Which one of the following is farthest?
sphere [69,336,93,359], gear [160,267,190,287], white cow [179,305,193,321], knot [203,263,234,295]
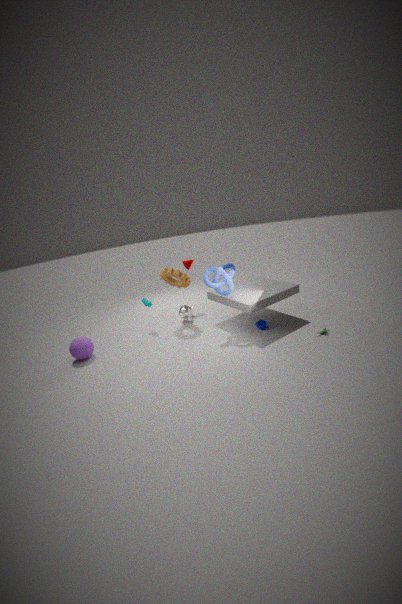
white cow [179,305,193,321]
